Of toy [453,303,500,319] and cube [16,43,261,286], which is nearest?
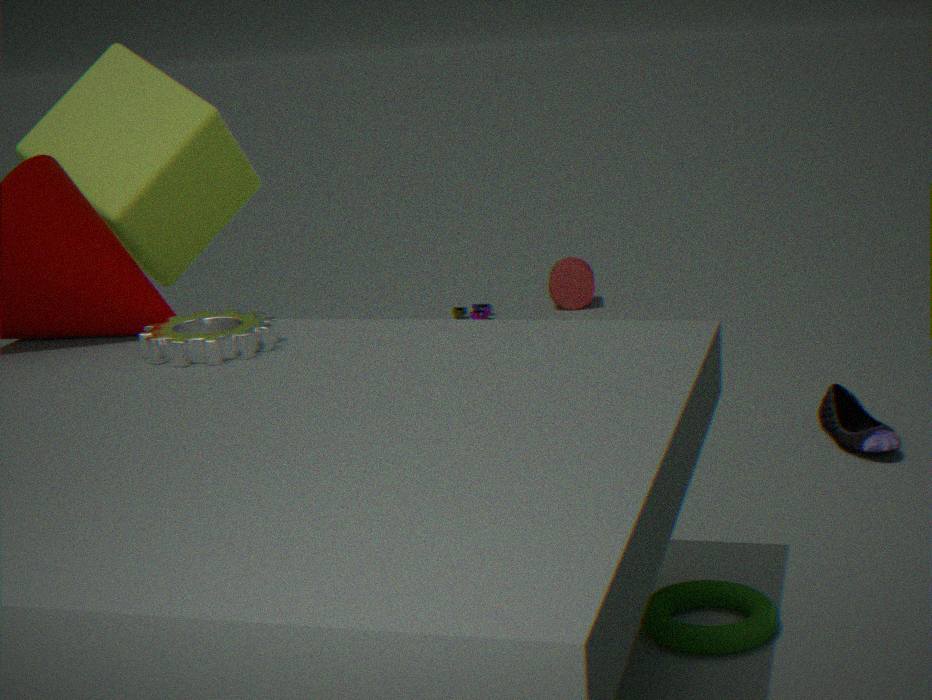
cube [16,43,261,286]
